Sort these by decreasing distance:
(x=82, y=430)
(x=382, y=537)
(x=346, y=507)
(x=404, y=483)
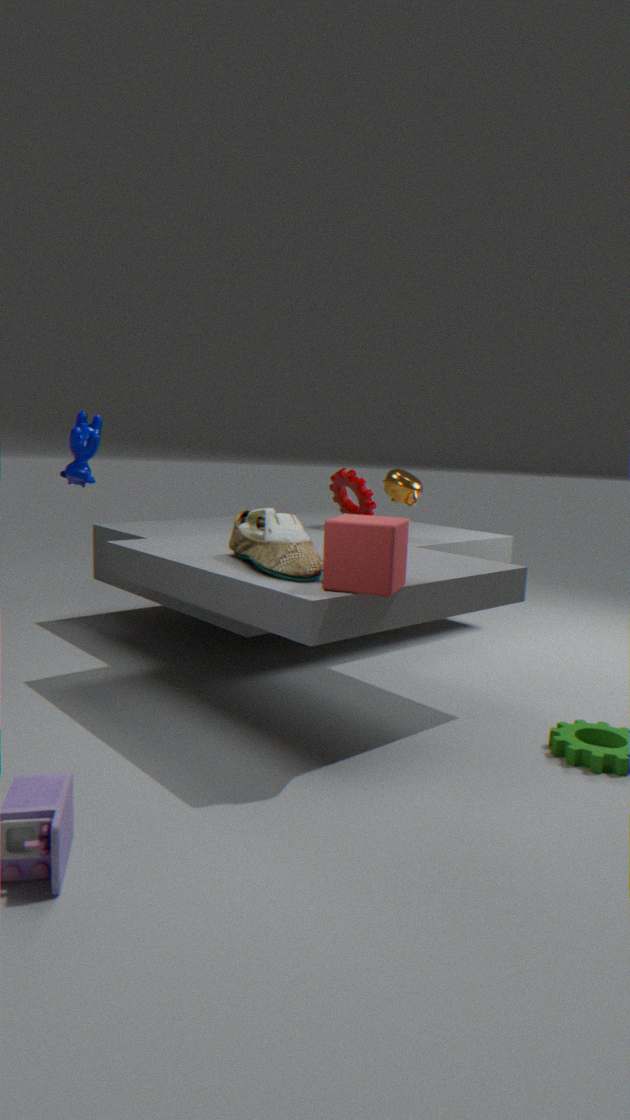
1. (x=346, y=507)
2. (x=404, y=483)
3. (x=82, y=430)
4. (x=382, y=537)
